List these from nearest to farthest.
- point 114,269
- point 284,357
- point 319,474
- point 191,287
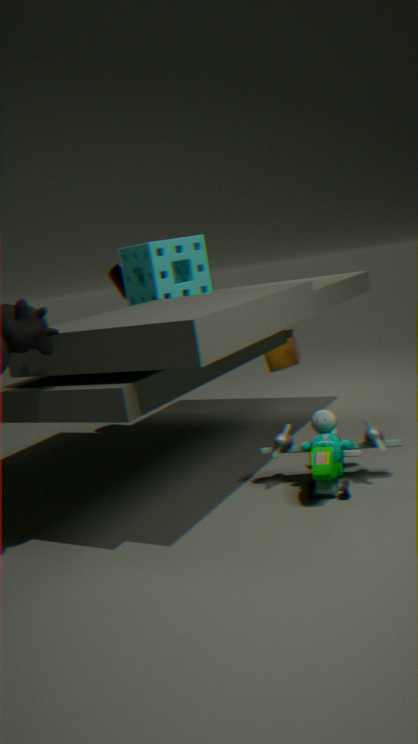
point 319,474
point 191,287
point 284,357
point 114,269
